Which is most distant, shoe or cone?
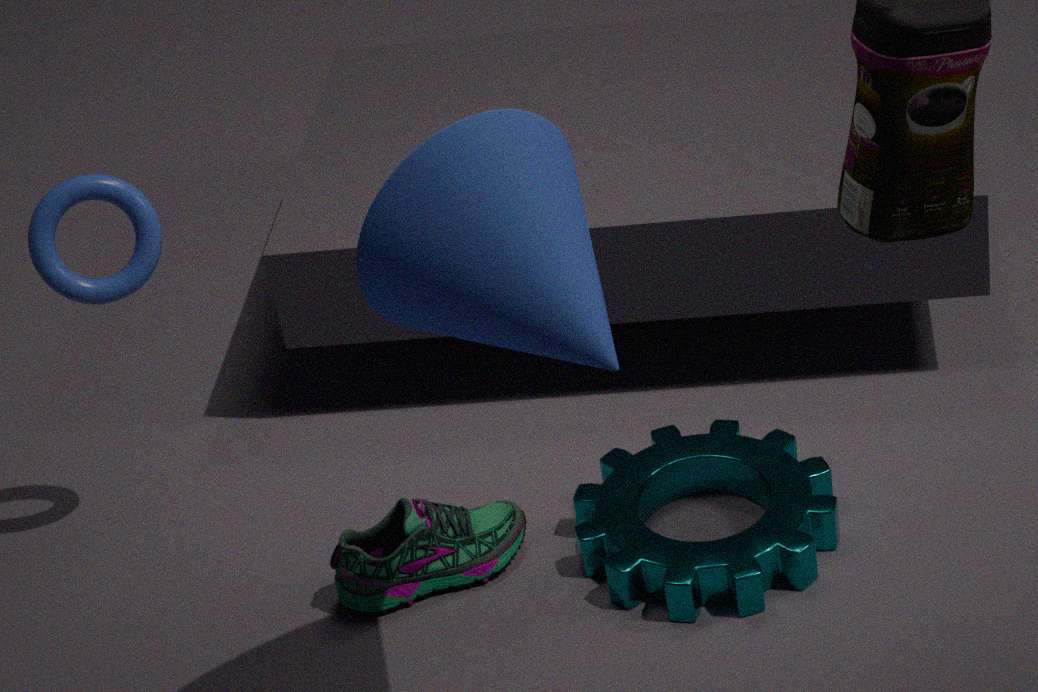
shoe
